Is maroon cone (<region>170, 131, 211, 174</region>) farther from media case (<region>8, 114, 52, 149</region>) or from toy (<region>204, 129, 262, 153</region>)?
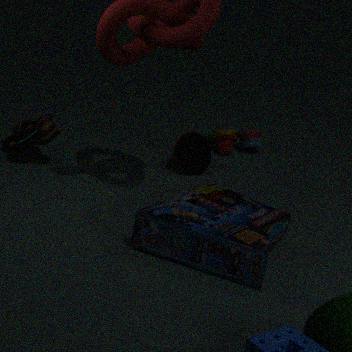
media case (<region>8, 114, 52, 149</region>)
